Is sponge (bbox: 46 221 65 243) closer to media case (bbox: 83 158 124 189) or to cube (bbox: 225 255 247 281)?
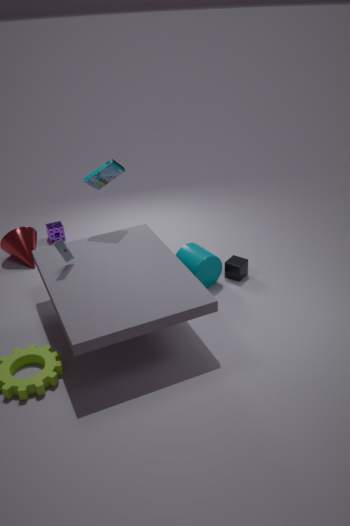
media case (bbox: 83 158 124 189)
